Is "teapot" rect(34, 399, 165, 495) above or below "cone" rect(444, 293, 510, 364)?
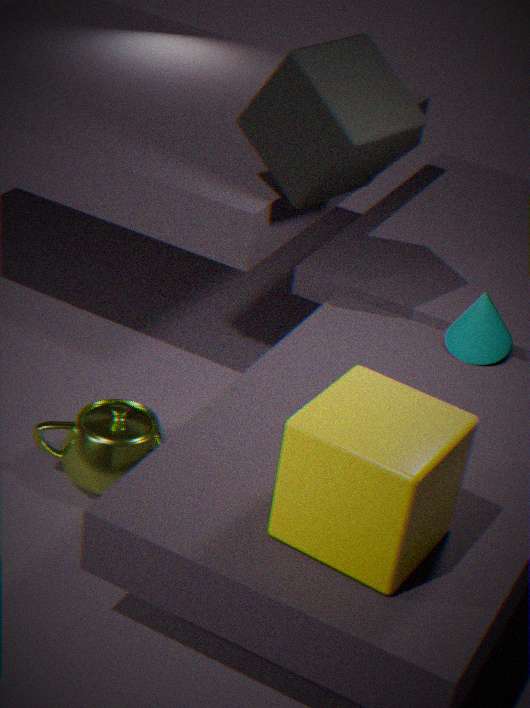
below
